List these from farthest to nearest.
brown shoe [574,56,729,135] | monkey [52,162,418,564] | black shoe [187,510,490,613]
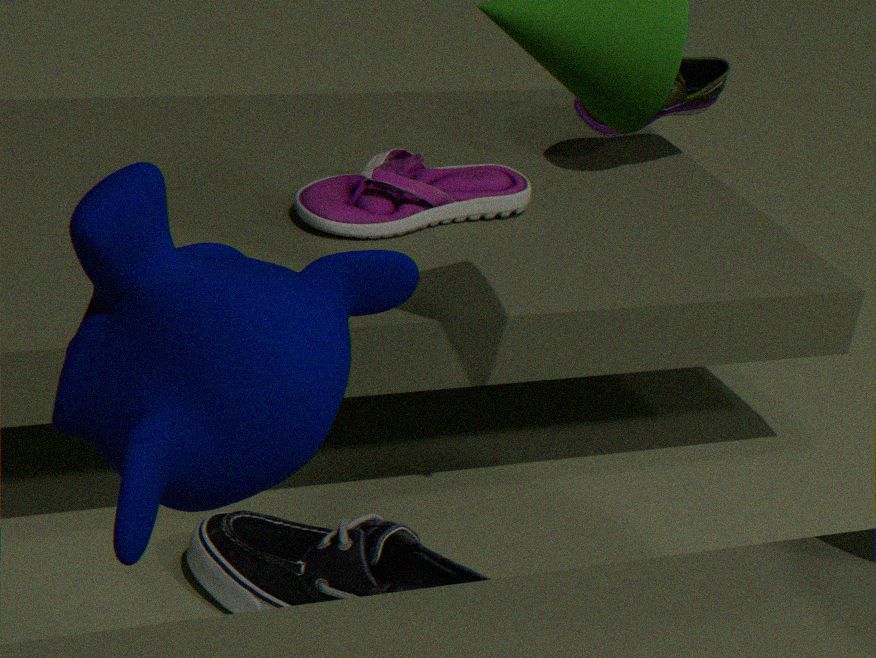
brown shoe [574,56,729,135], black shoe [187,510,490,613], monkey [52,162,418,564]
